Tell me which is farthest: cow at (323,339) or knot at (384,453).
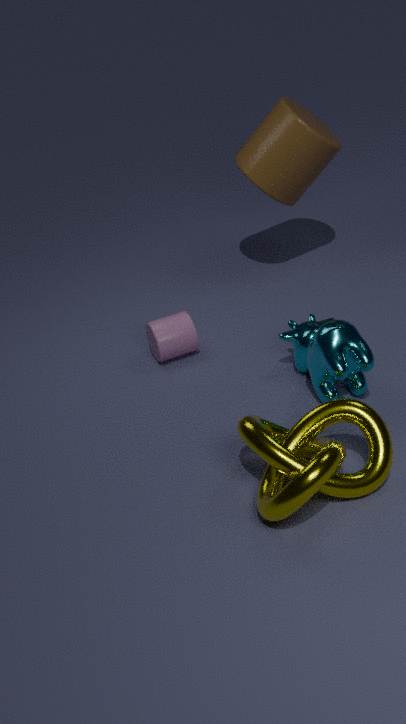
cow at (323,339)
